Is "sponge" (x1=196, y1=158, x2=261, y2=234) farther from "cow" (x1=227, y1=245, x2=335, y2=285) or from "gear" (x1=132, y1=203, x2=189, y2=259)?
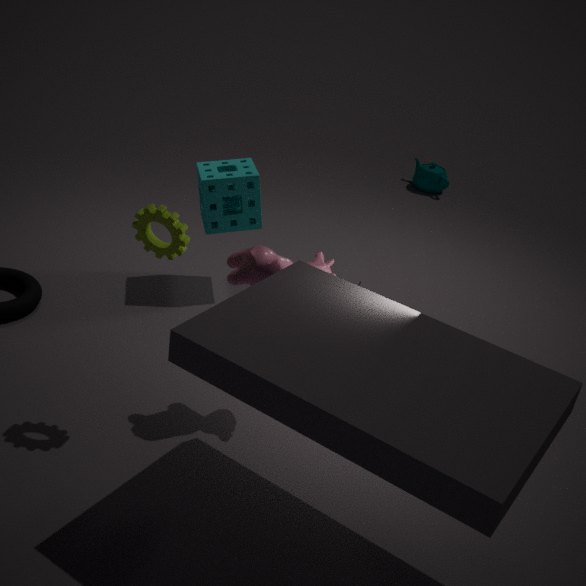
"gear" (x1=132, y1=203, x2=189, y2=259)
